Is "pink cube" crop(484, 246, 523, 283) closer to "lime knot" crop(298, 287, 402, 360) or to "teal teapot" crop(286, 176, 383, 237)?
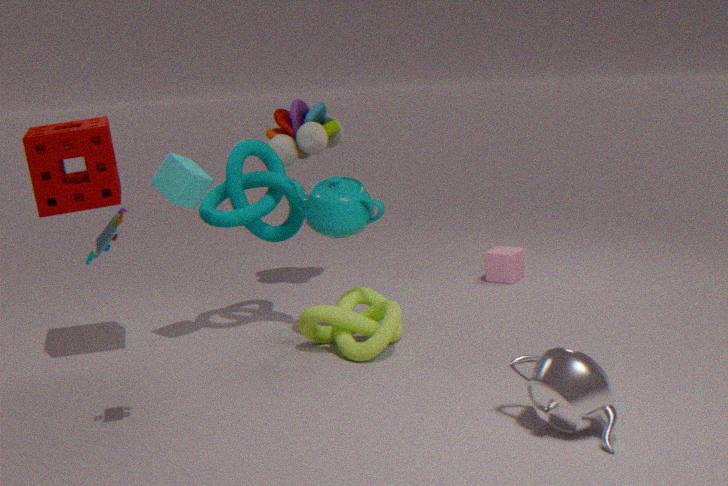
"lime knot" crop(298, 287, 402, 360)
